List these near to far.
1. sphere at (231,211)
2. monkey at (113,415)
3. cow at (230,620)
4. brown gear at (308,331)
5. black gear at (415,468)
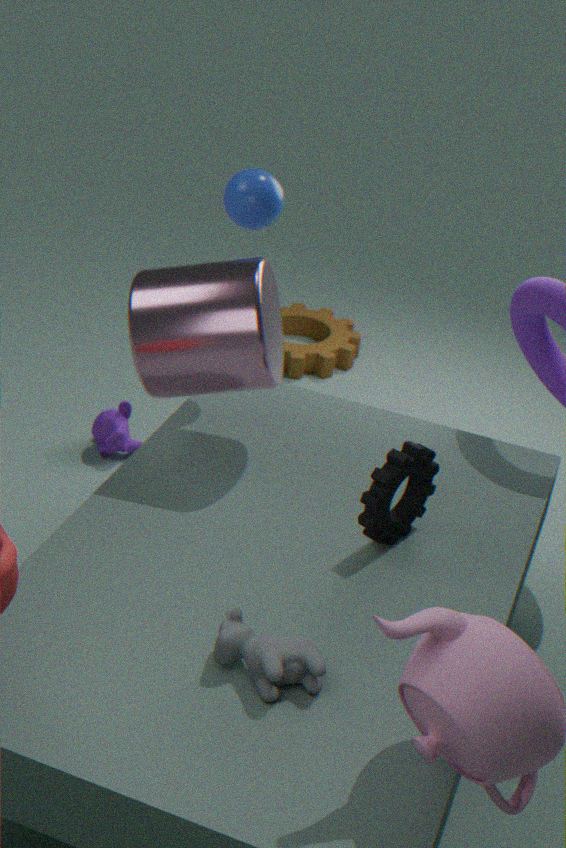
cow at (230,620) < black gear at (415,468) < sphere at (231,211) < monkey at (113,415) < brown gear at (308,331)
